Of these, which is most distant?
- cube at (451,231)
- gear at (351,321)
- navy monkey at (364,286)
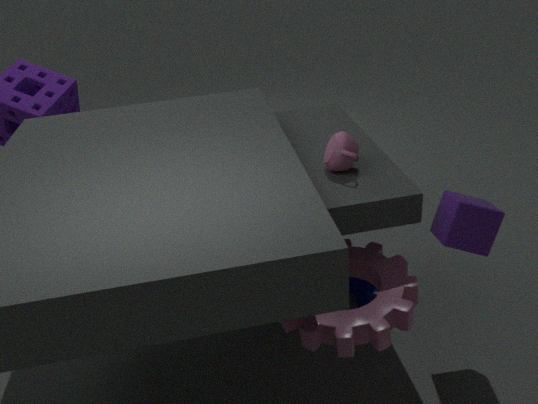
navy monkey at (364,286)
